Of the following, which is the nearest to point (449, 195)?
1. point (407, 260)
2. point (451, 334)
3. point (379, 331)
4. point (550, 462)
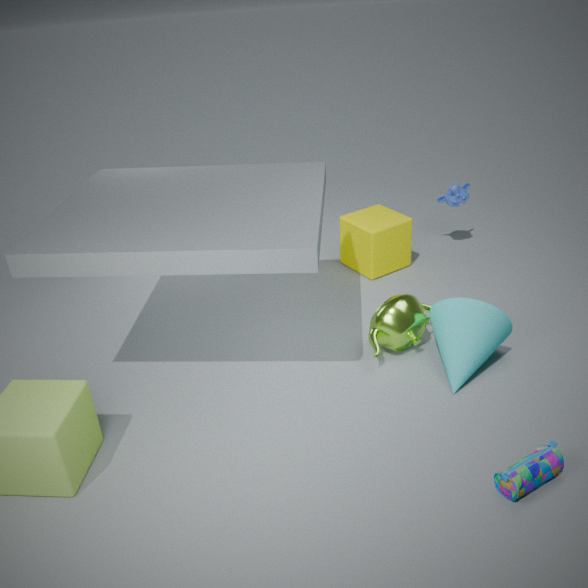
point (407, 260)
